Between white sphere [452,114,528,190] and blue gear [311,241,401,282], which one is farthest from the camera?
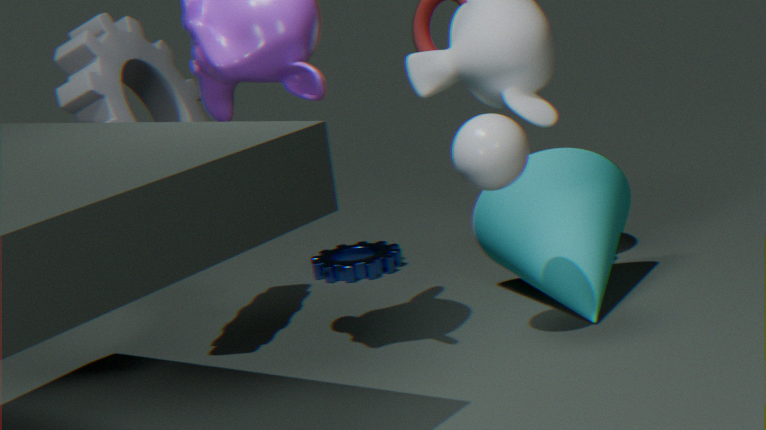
blue gear [311,241,401,282]
